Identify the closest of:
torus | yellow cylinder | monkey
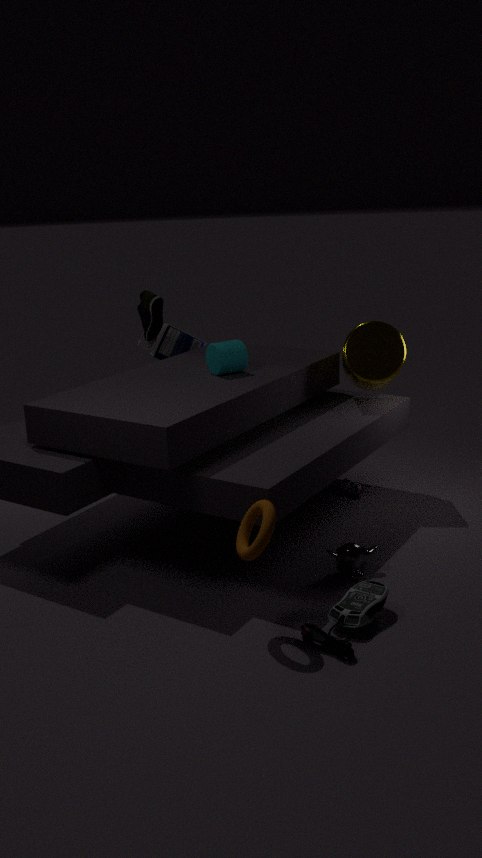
torus
